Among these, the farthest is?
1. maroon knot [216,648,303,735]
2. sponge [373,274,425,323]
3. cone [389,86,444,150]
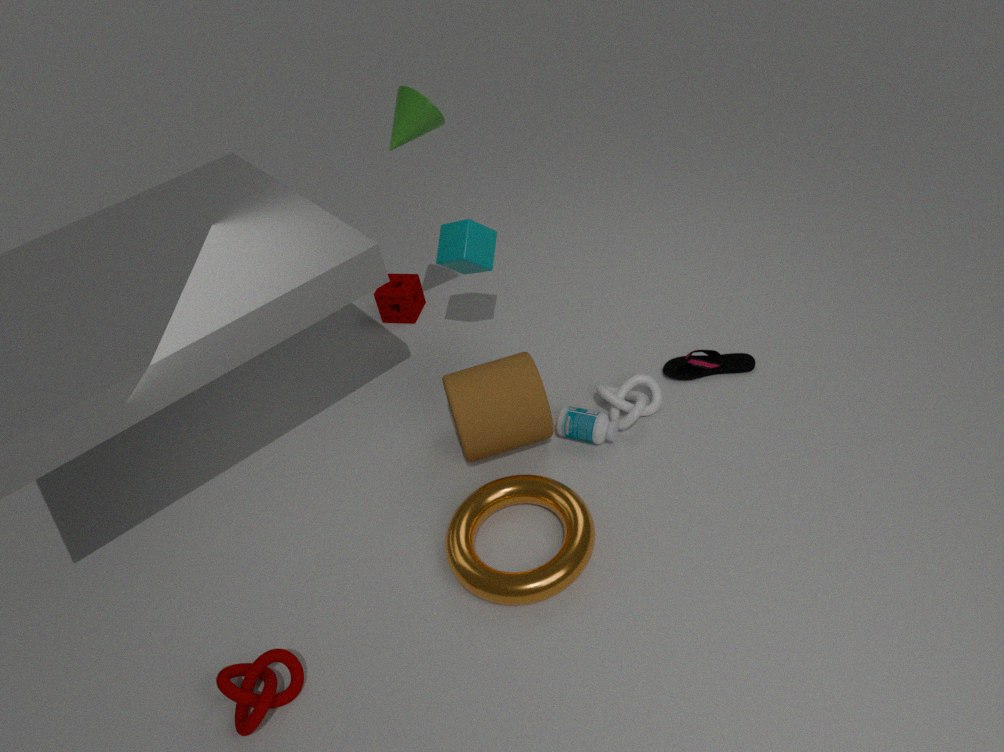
sponge [373,274,425,323]
